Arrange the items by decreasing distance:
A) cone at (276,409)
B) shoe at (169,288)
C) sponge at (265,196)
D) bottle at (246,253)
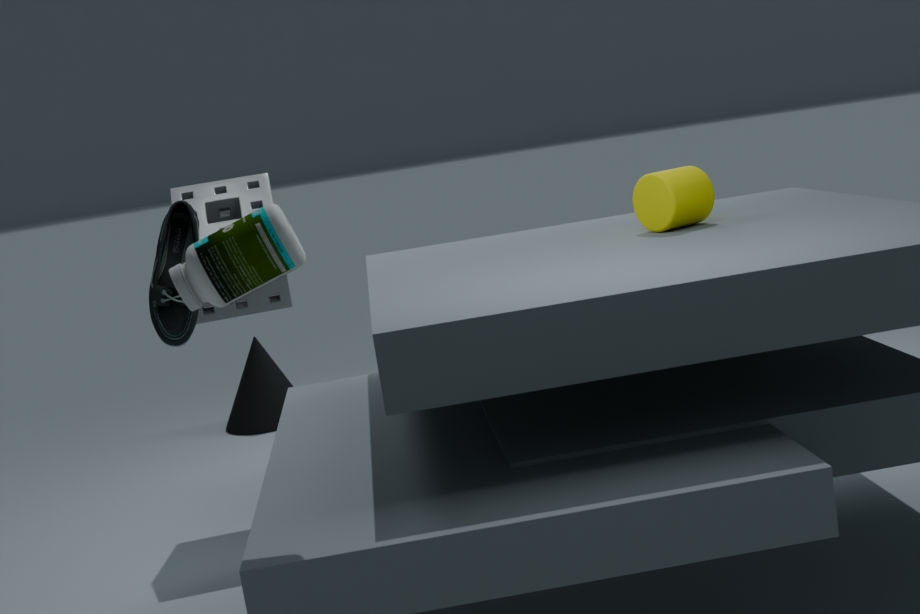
cone at (276,409) → sponge at (265,196) → shoe at (169,288) → bottle at (246,253)
